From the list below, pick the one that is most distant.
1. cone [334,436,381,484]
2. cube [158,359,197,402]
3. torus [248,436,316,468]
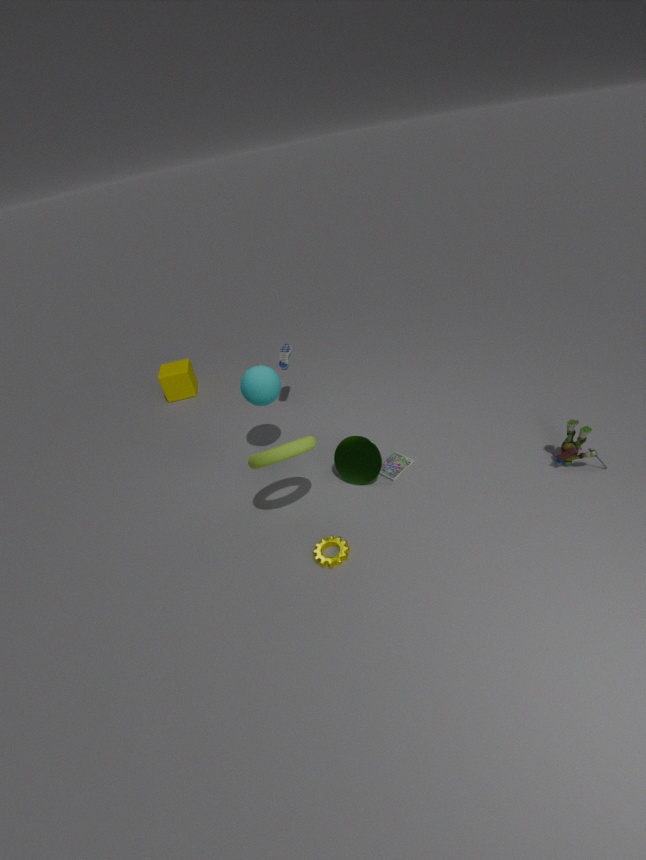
cube [158,359,197,402]
